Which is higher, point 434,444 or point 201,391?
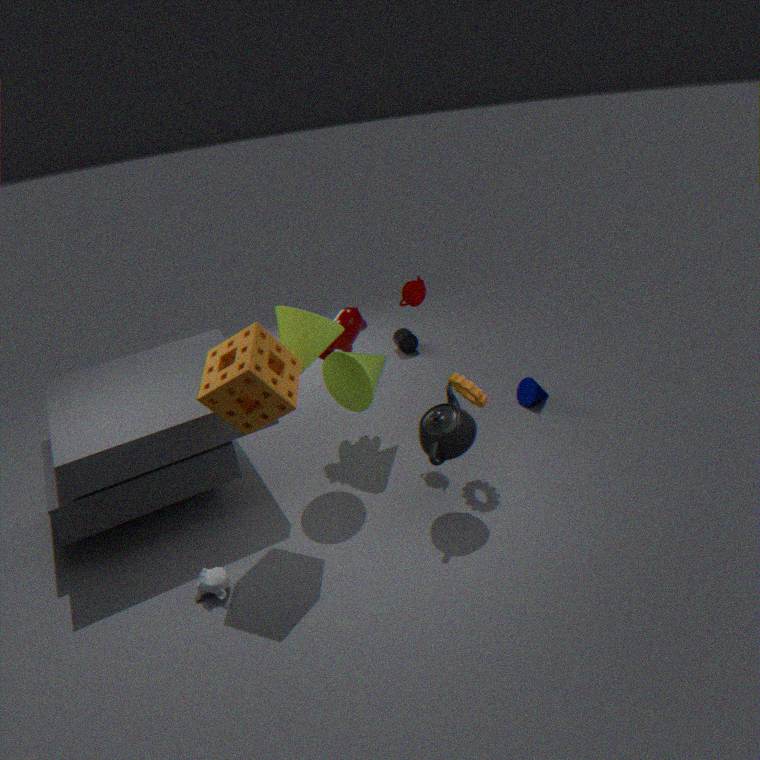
point 201,391
